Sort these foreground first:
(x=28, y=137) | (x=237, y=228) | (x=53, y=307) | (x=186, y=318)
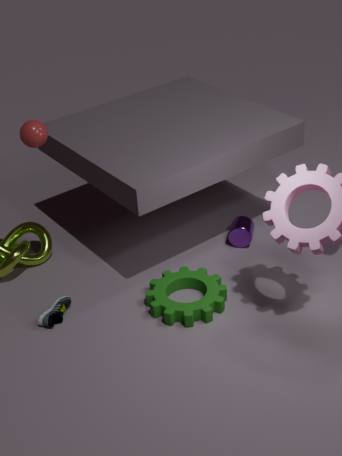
(x=28, y=137)
(x=186, y=318)
(x=53, y=307)
(x=237, y=228)
